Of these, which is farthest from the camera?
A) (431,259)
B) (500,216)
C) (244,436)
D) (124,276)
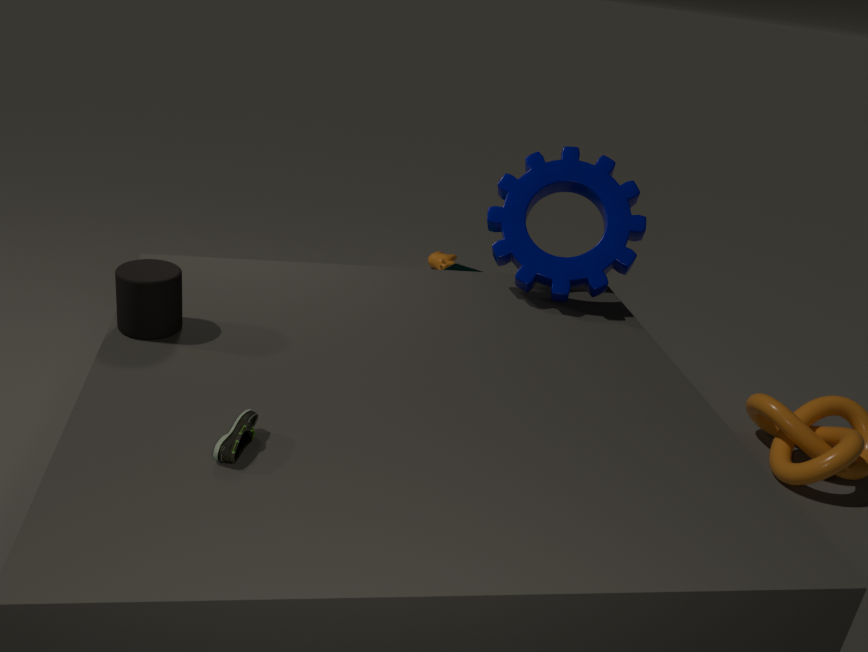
(431,259)
